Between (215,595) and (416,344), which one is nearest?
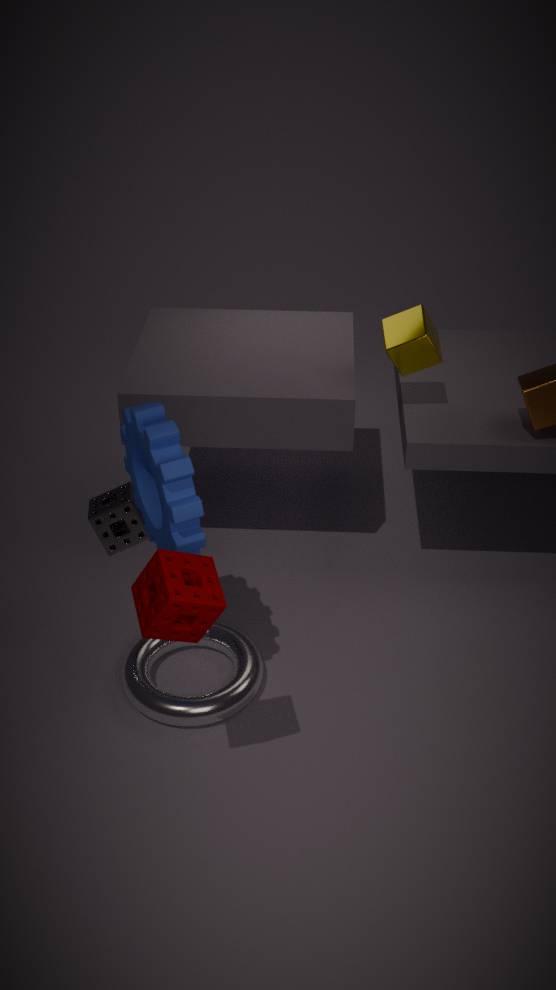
(215,595)
